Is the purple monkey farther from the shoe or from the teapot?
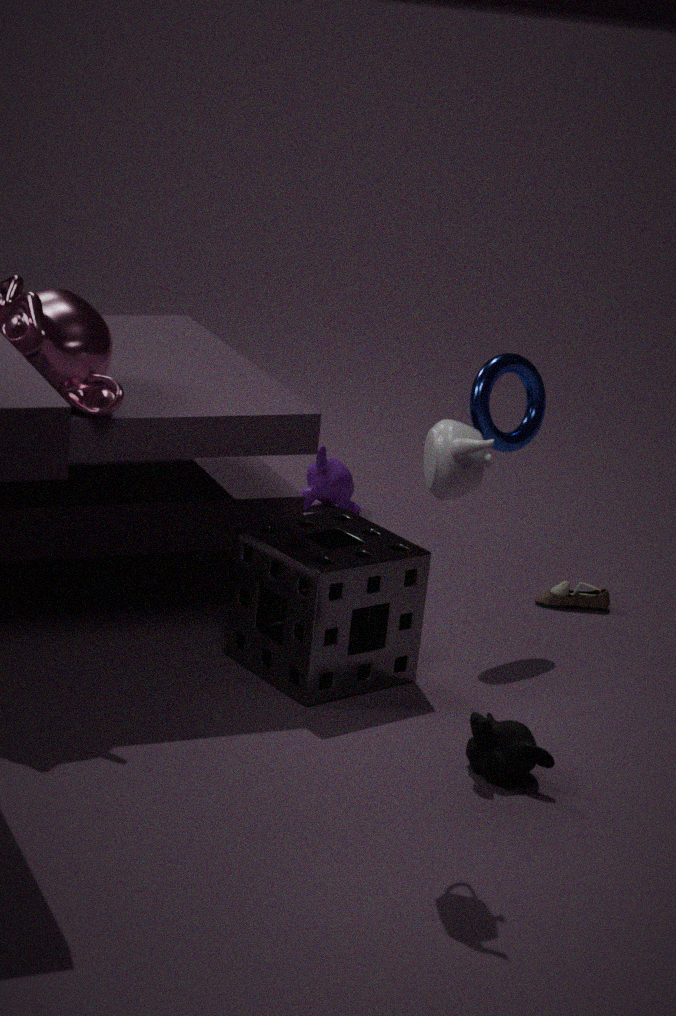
the teapot
